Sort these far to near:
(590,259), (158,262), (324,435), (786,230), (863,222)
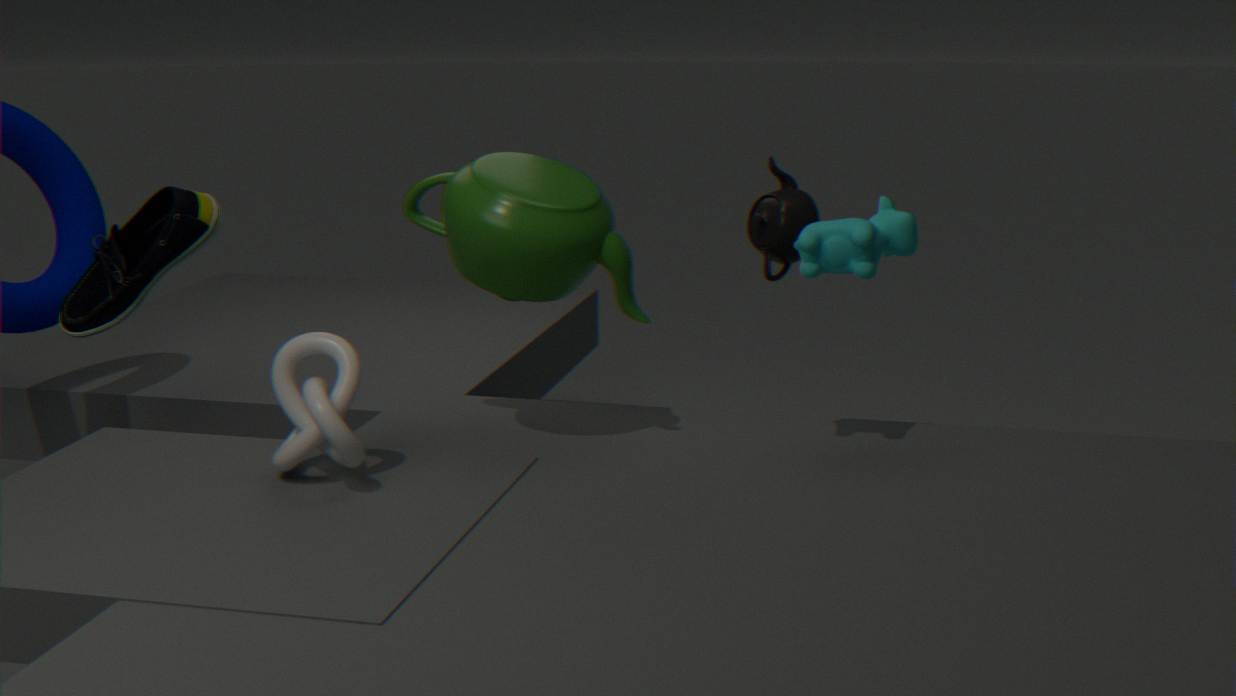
(786,230) → (158,262) → (590,259) → (863,222) → (324,435)
